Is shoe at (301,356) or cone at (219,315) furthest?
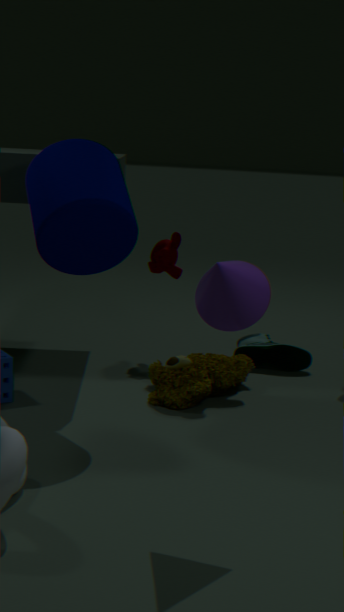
shoe at (301,356)
